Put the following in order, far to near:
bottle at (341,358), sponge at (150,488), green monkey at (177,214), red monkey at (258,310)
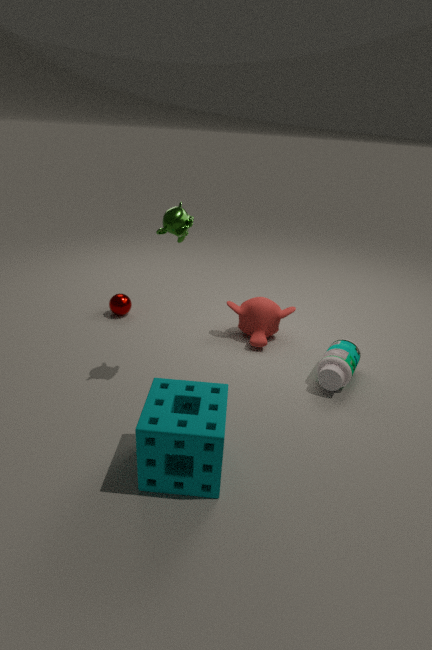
red monkey at (258,310)
bottle at (341,358)
green monkey at (177,214)
sponge at (150,488)
